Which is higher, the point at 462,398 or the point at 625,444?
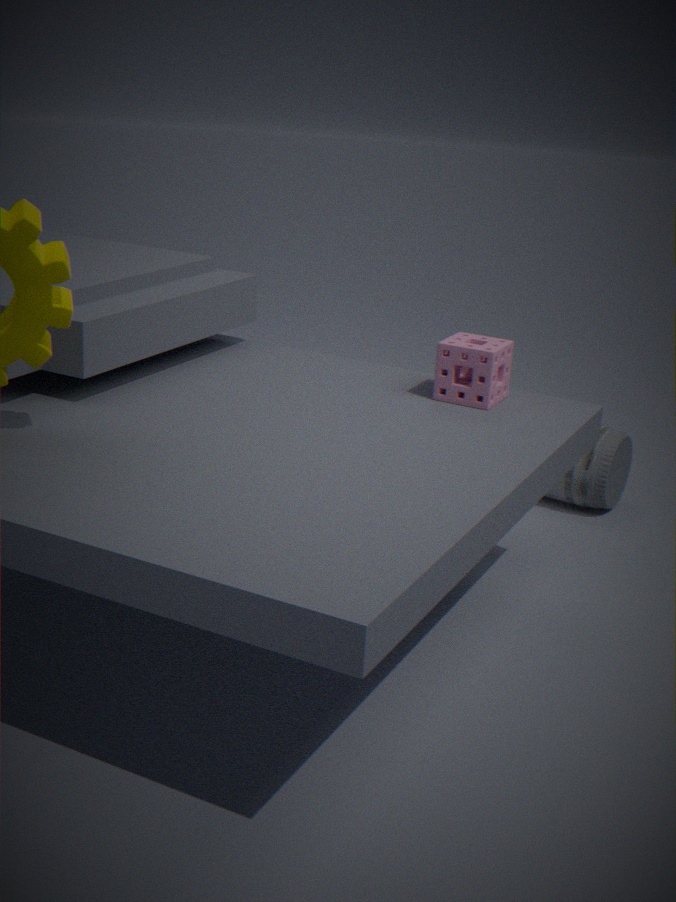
the point at 462,398
